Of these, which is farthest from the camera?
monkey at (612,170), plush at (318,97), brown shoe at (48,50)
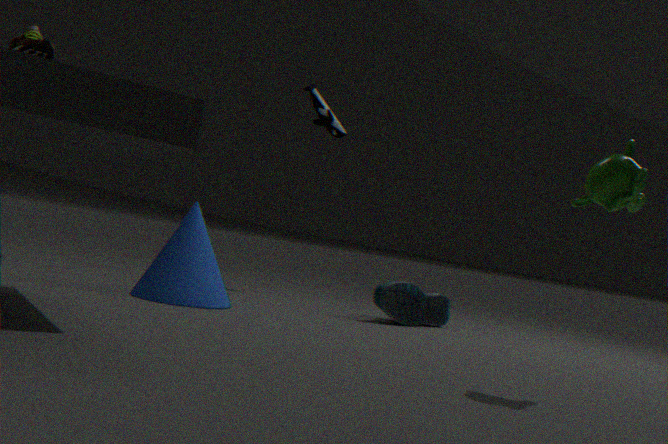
plush at (318,97)
